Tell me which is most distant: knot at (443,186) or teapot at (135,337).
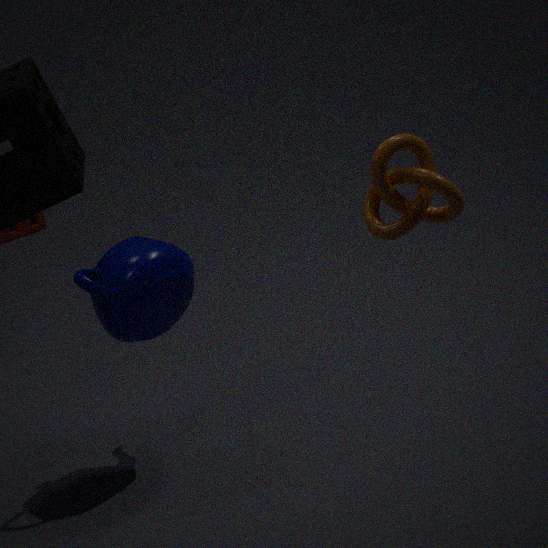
teapot at (135,337)
